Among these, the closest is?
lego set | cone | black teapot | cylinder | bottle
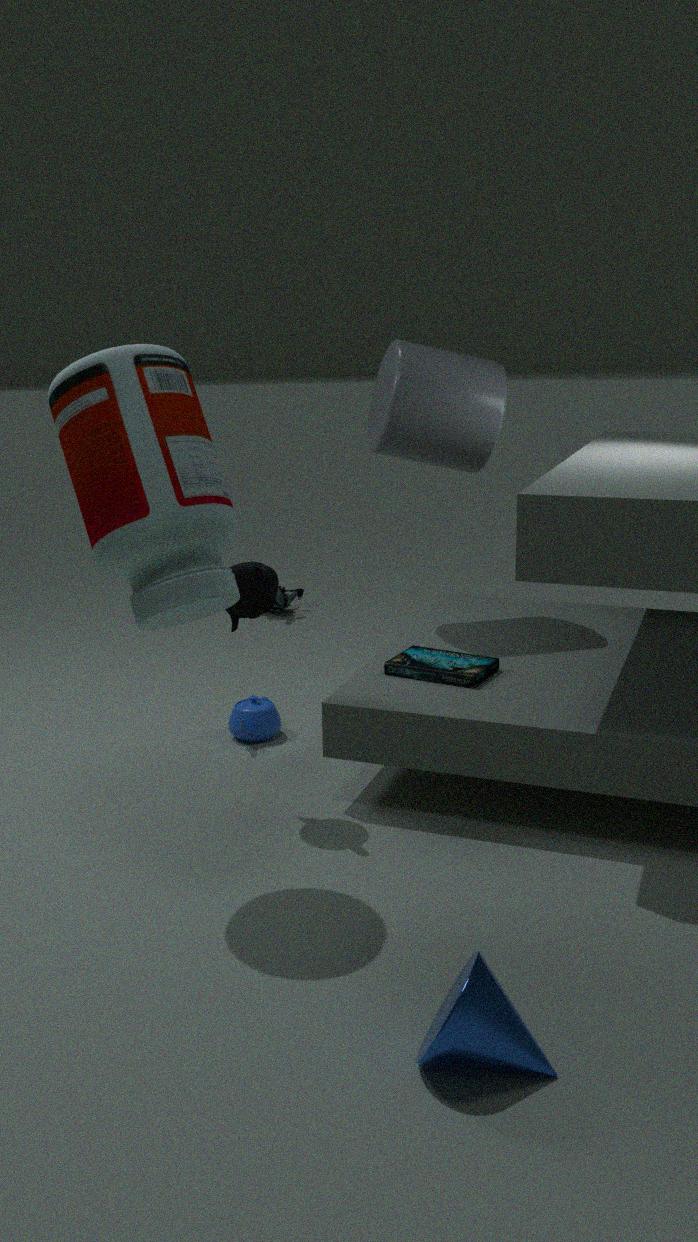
cone
